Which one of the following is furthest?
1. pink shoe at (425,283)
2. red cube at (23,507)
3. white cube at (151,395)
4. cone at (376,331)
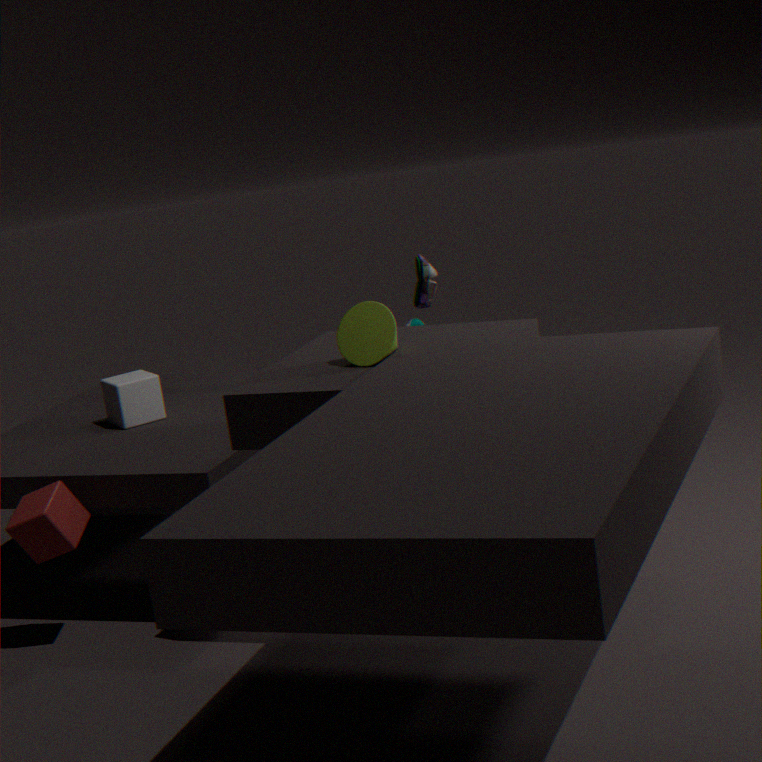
white cube at (151,395)
